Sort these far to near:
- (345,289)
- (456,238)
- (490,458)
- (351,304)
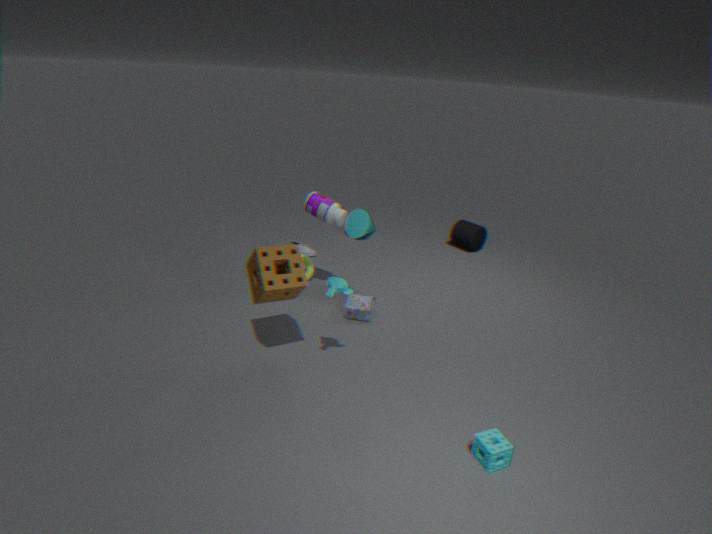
1. (456,238)
2. (351,304)
3. (345,289)
4. (490,458)
